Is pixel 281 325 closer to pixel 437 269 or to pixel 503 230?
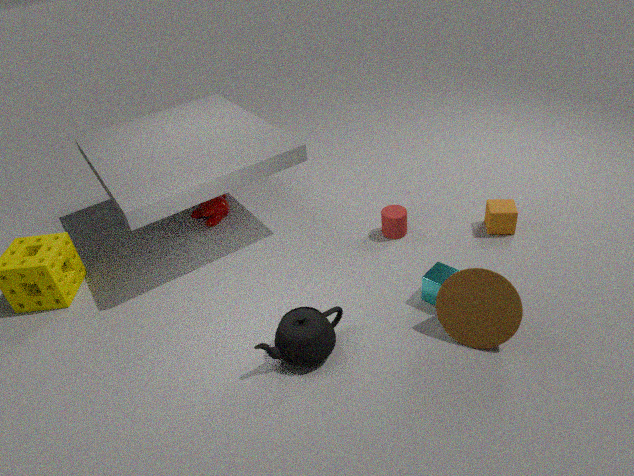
pixel 437 269
